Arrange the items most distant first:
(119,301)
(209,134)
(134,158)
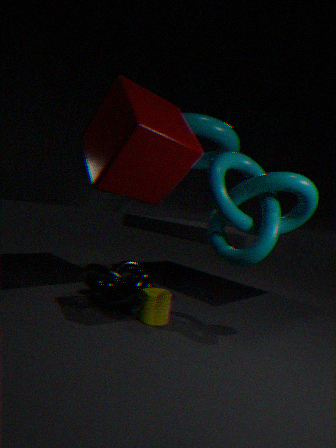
(119,301)
(209,134)
(134,158)
